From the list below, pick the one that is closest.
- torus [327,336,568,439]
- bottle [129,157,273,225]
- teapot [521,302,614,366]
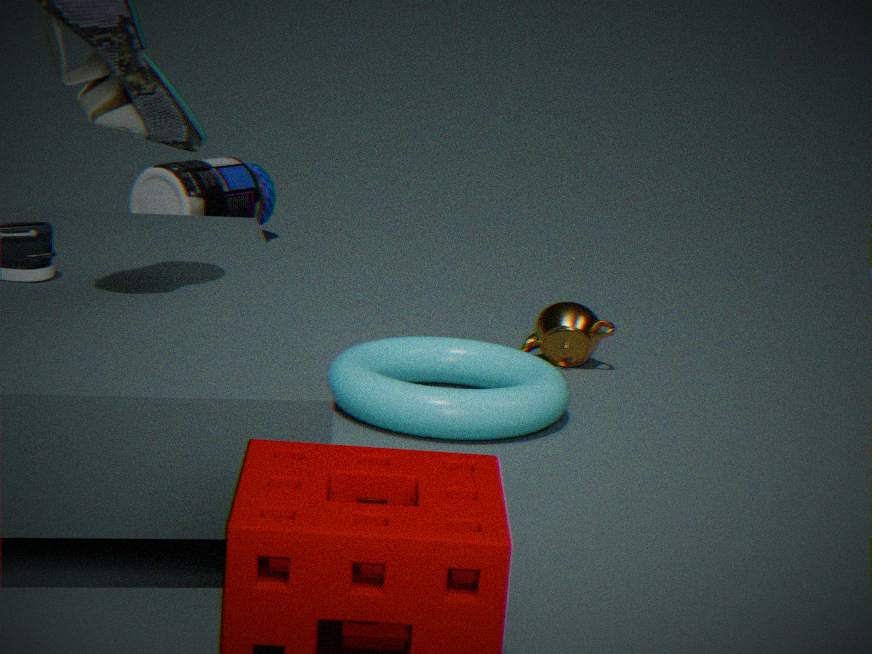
torus [327,336,568,439]
